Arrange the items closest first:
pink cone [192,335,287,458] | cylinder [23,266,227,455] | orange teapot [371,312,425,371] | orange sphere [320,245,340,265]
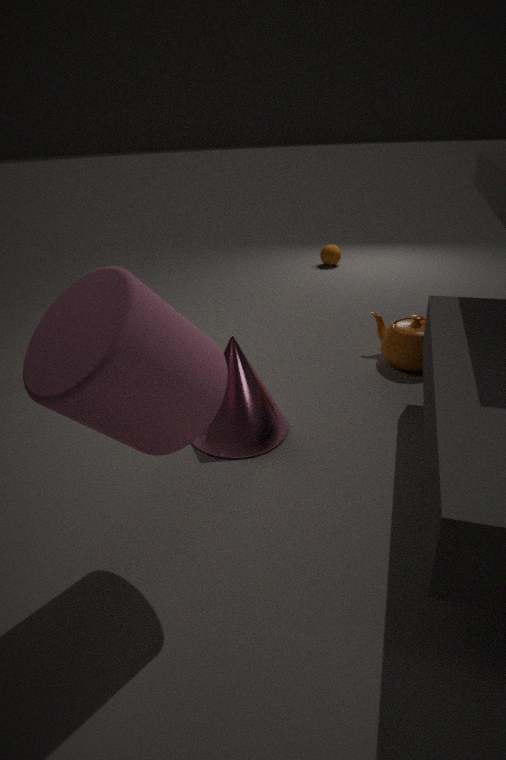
cylinder [23,266,227,455] < pink cone [192,335,287,458] < orange teapot [371,312,425,371] < orange sphere [320,245,340,265]
